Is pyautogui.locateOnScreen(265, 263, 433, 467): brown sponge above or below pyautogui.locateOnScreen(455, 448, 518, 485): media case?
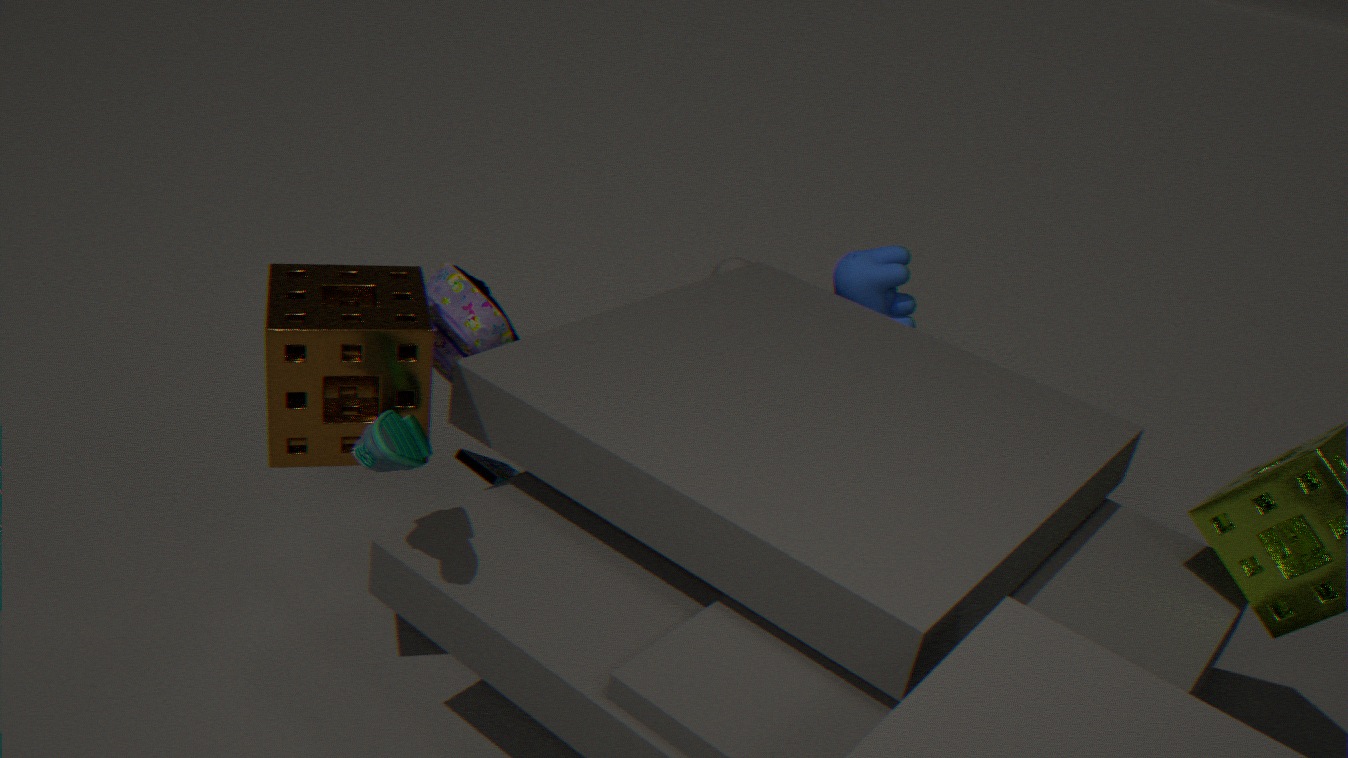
above
